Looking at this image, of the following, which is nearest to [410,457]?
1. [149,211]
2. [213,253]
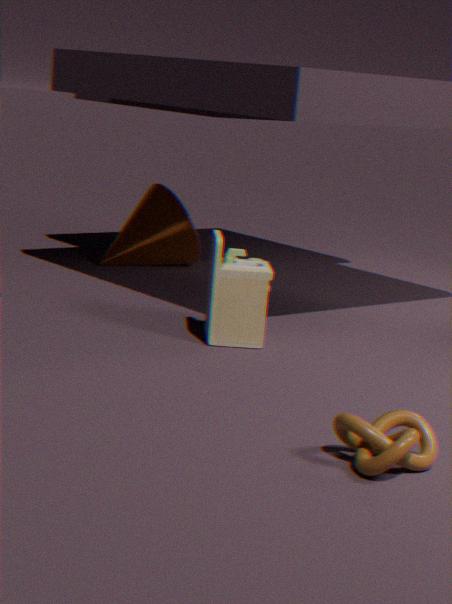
[213,253]
